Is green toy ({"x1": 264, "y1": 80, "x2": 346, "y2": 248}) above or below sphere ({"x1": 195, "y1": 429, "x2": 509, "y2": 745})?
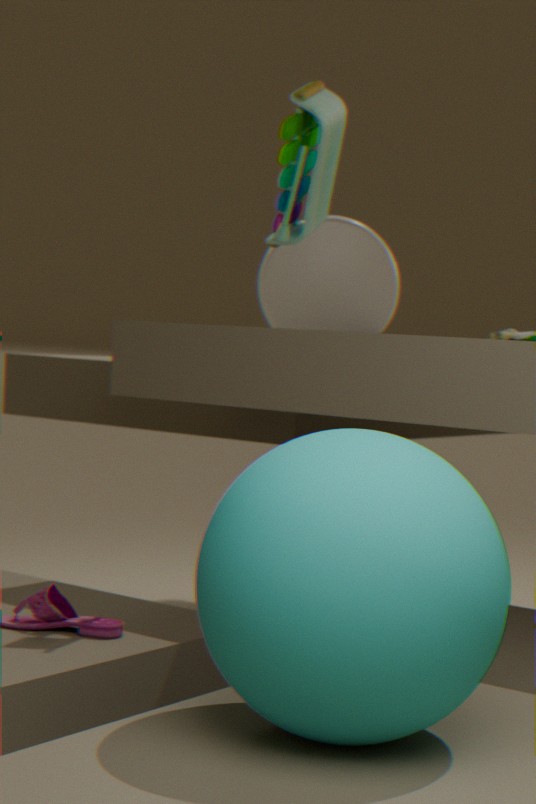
above
